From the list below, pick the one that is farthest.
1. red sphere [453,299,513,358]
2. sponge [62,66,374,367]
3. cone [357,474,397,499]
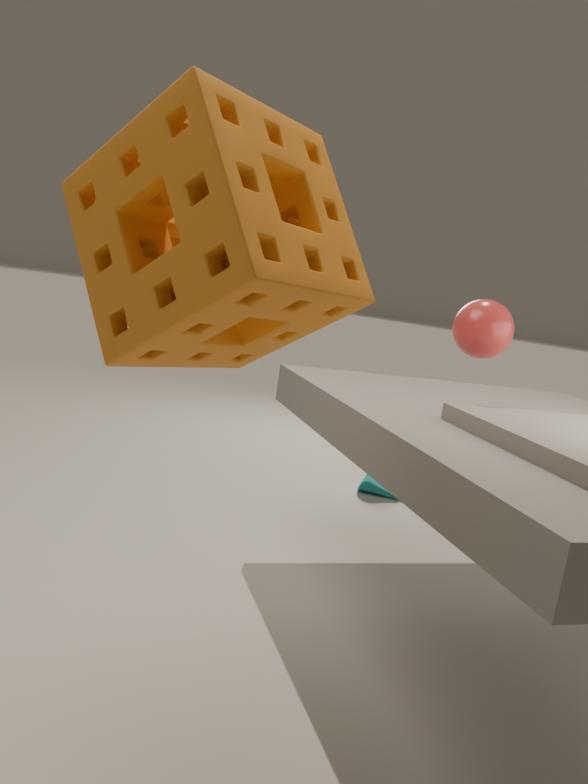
cone [357,474,397,499]
